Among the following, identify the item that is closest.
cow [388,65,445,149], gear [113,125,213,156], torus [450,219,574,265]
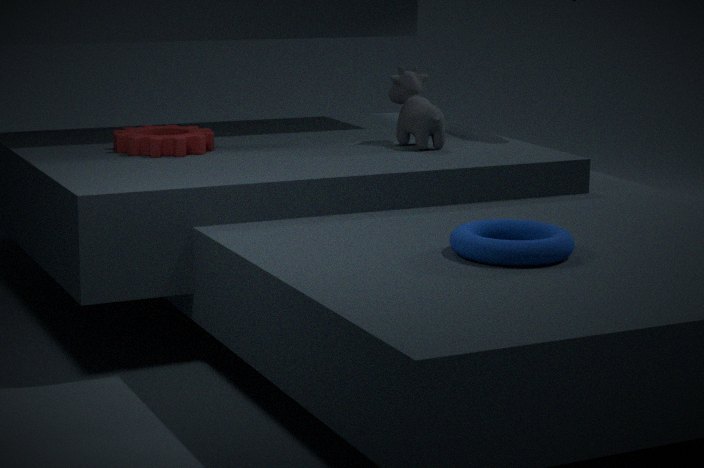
torus [450,219,574,265]
